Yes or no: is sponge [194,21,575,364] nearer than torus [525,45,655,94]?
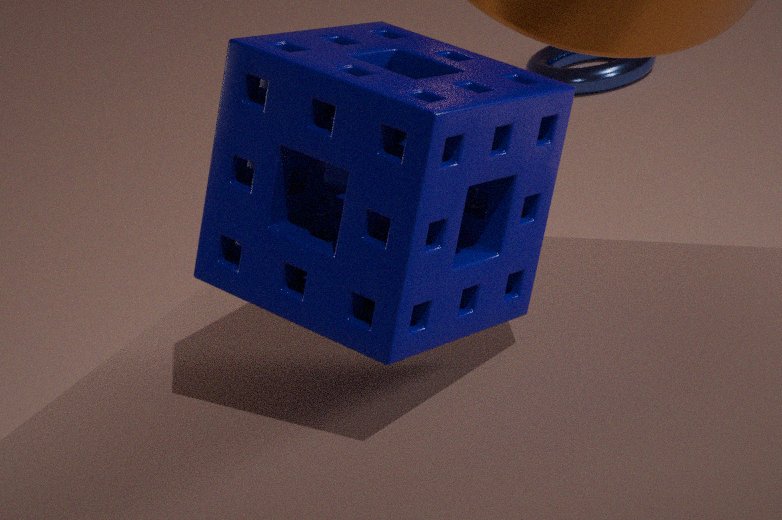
Yes
